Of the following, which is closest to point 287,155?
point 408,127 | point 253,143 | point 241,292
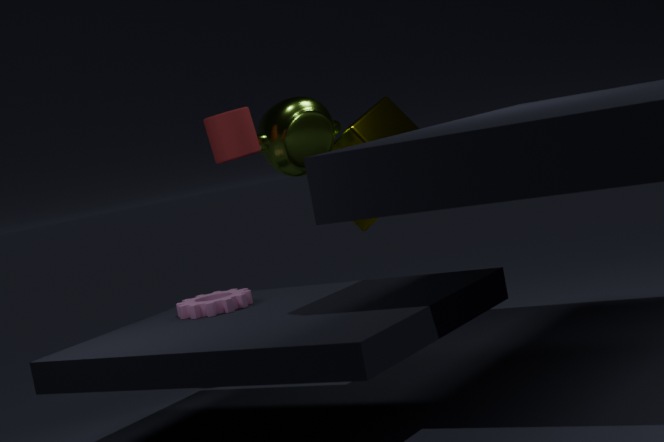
point 253,143
